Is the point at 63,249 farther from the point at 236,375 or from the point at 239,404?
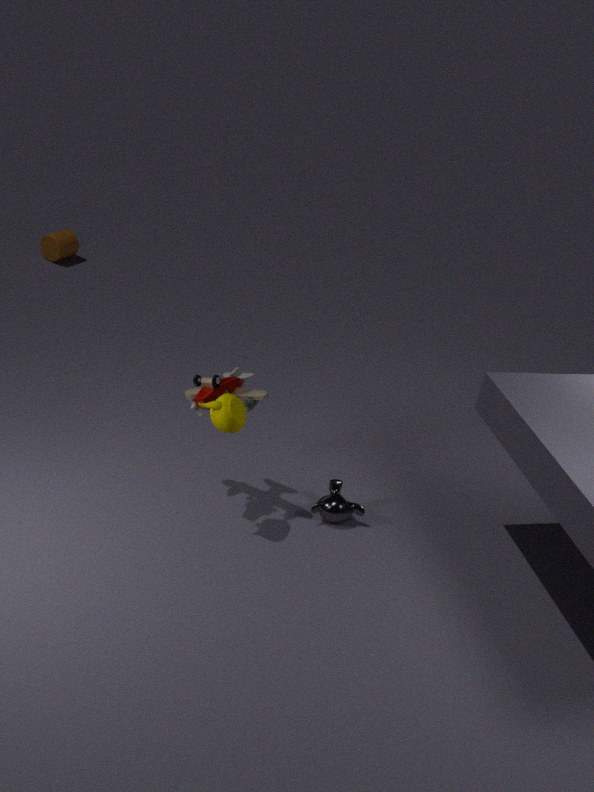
the point at 239,404
